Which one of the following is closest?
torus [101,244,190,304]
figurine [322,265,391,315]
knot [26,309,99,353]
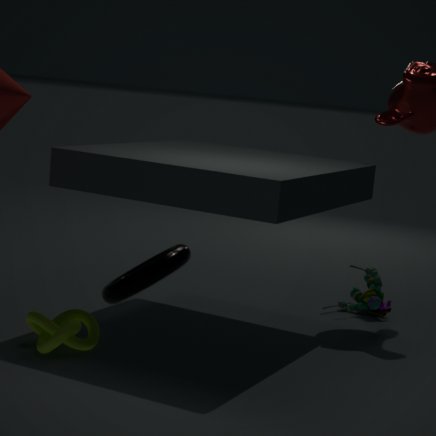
torus [101,244,190,304]
